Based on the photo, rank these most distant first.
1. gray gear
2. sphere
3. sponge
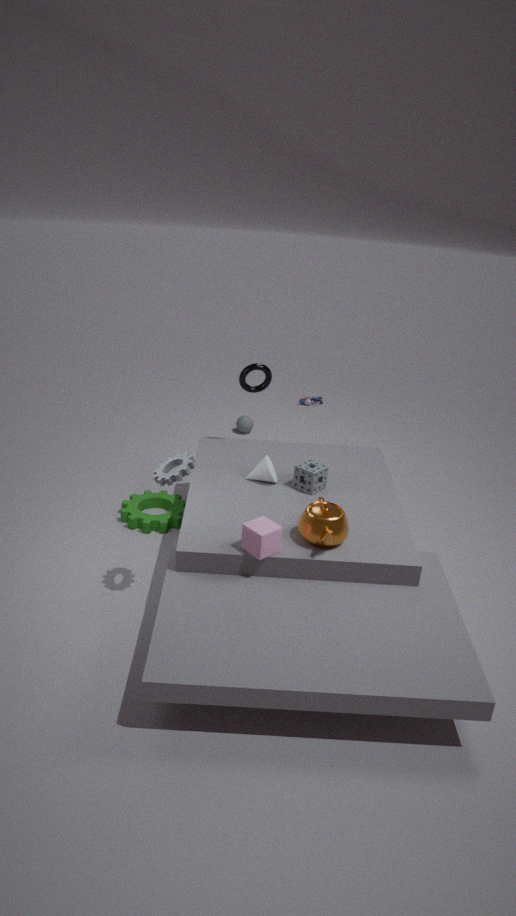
sphere
sponge
gray gear
